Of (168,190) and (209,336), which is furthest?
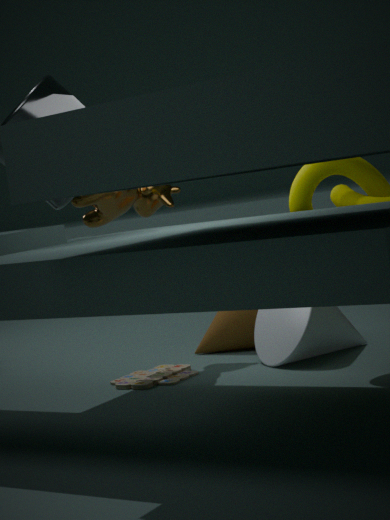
(209,336)
